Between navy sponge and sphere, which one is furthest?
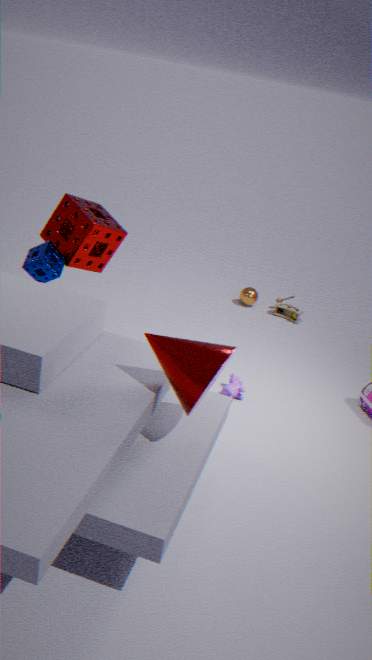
sphere
